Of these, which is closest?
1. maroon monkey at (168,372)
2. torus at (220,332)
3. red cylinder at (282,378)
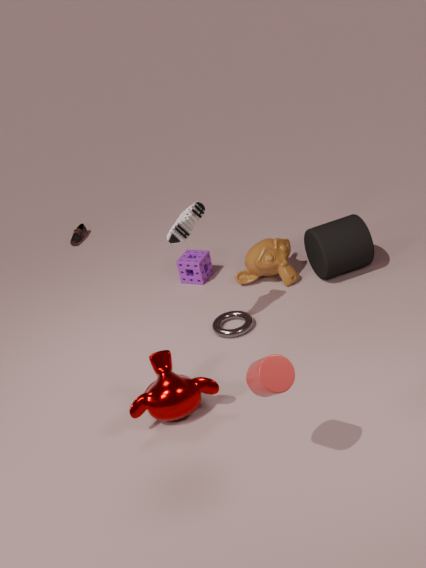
red cylinder at (282,378)
